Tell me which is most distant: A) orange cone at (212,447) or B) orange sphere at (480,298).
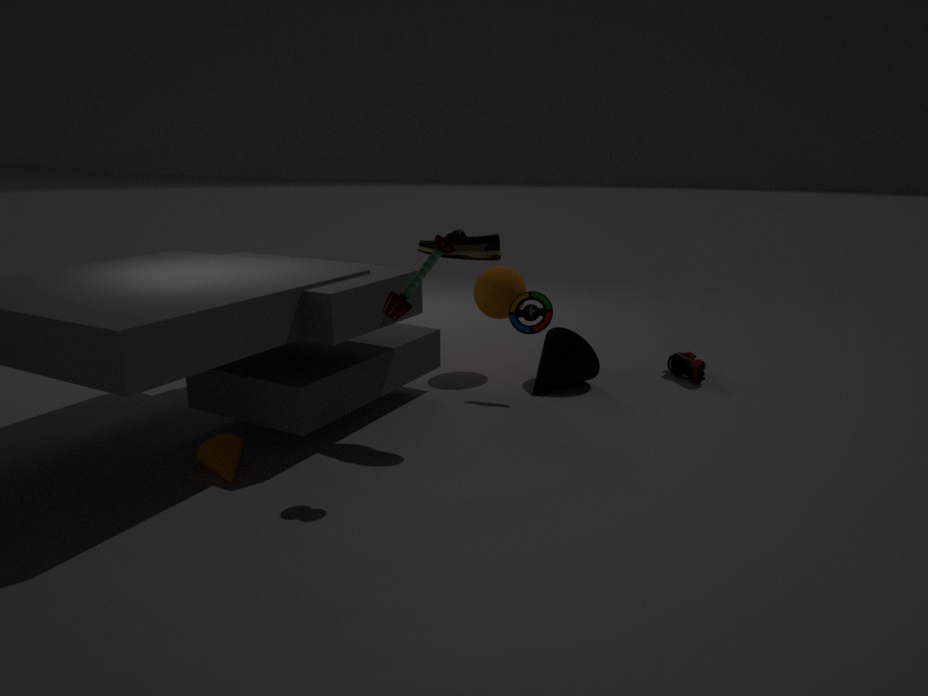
B. orange sphere at (480,298)
